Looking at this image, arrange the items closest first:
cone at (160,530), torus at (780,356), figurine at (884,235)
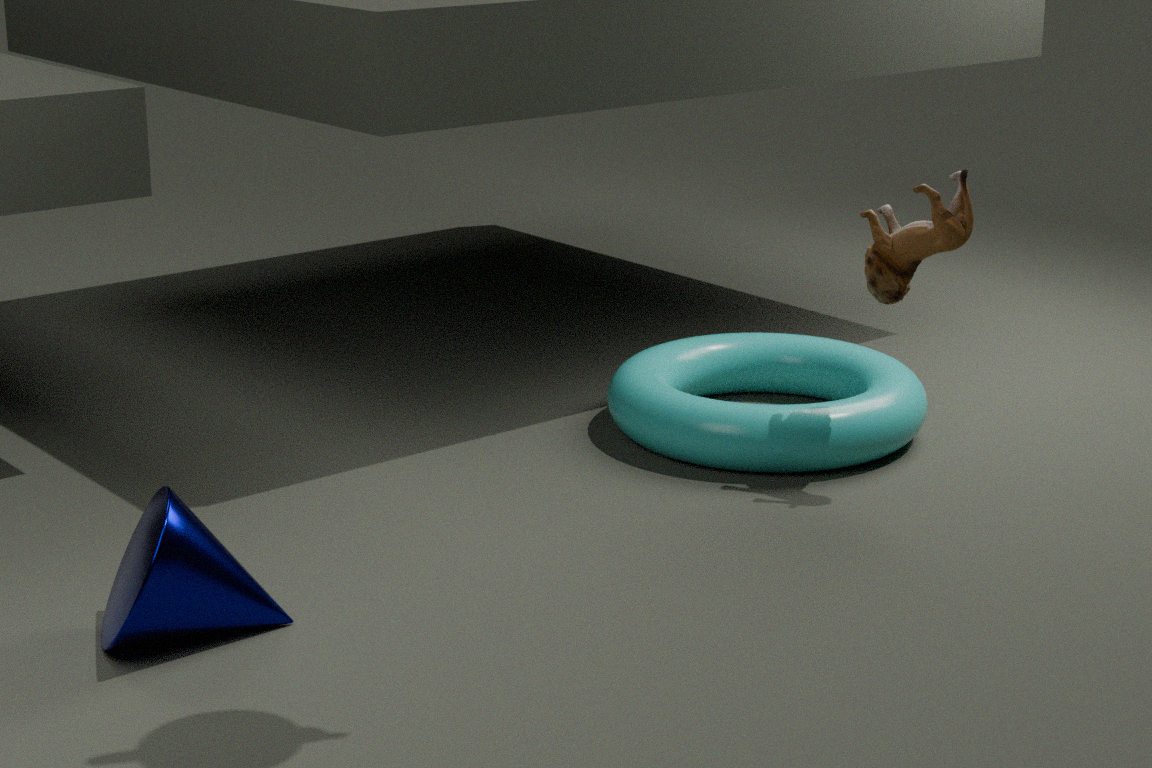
cone at (160,530), figurine at (884,235), torus at (780,356)
